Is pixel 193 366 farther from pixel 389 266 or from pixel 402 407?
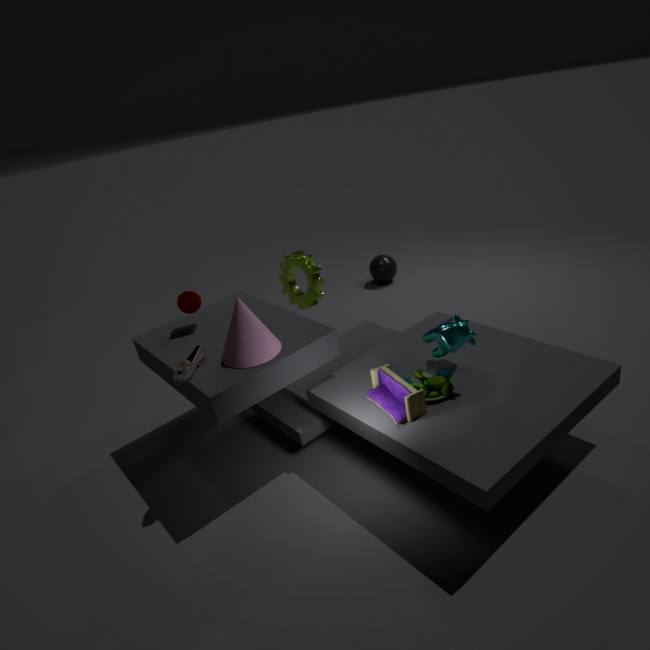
pixel 389 266
